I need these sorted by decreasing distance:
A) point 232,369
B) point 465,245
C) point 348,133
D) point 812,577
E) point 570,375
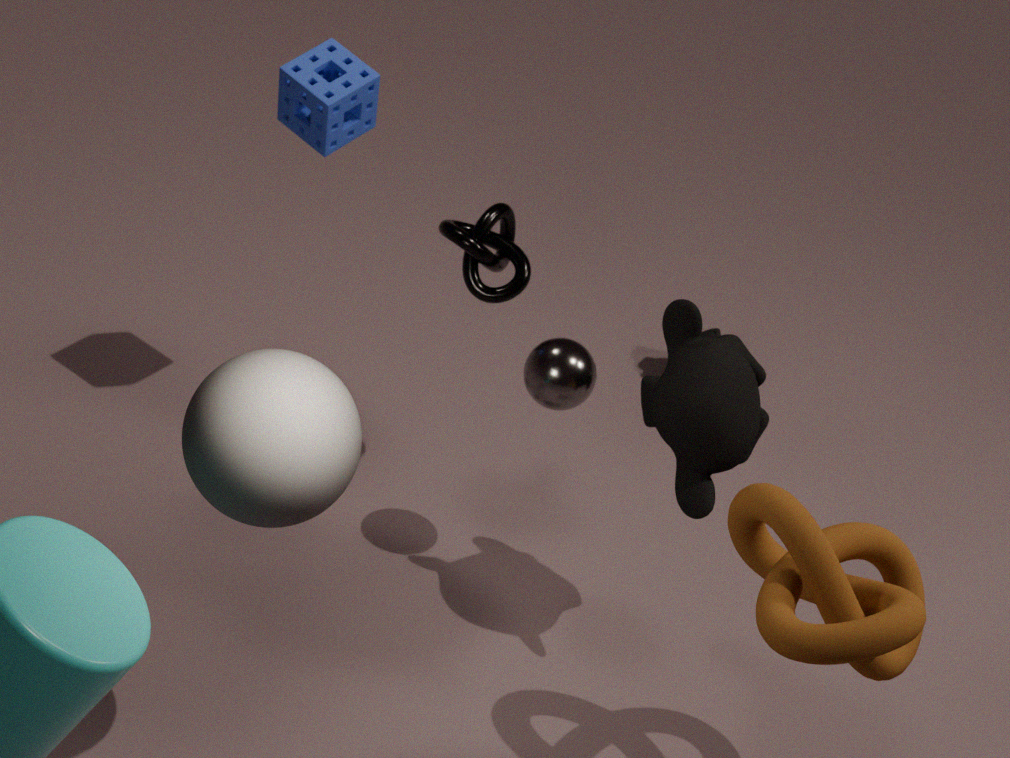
point 348,133 → point 465,245 → point 570,375 → point 812,577 → point 232,369
